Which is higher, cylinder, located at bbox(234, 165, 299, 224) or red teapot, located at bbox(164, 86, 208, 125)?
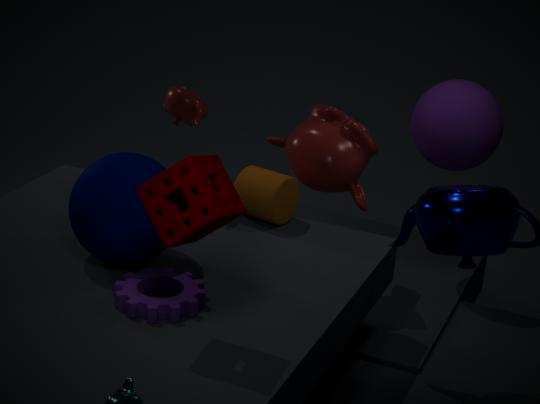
red teapot, located at bbox(164, 86, 208, 125)
